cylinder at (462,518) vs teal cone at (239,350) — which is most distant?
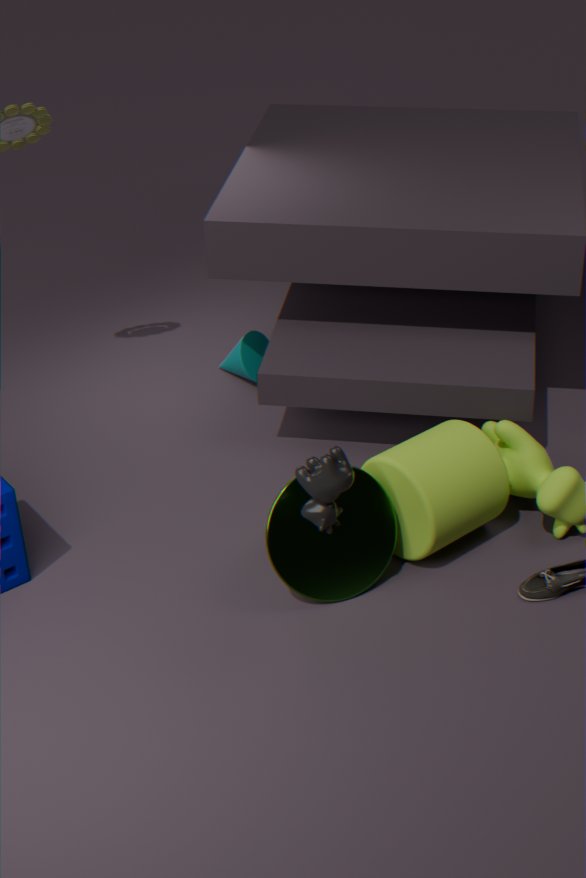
teal cone at (239,350)
